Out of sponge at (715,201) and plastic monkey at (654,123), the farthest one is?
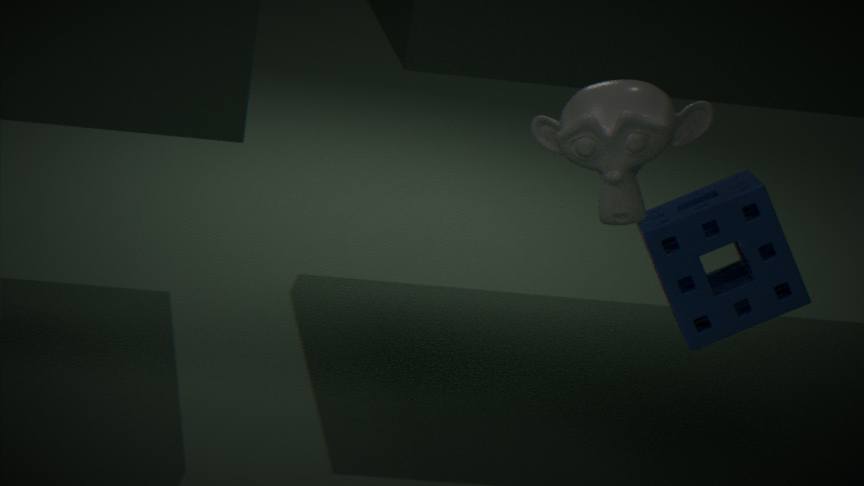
sponge at (715,201)
